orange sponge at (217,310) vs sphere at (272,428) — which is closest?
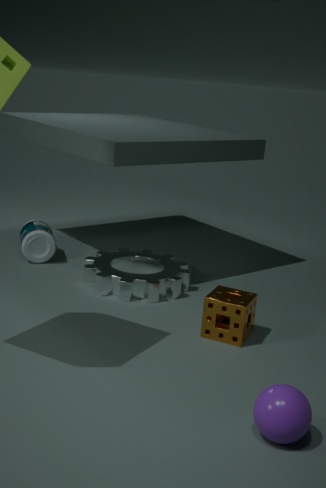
sphere at (272,428)
